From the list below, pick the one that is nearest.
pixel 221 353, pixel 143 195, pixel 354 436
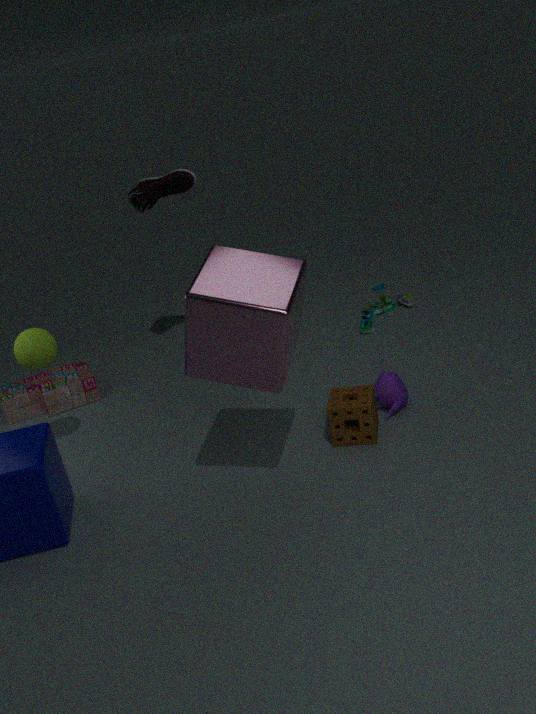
pixel 221 353
